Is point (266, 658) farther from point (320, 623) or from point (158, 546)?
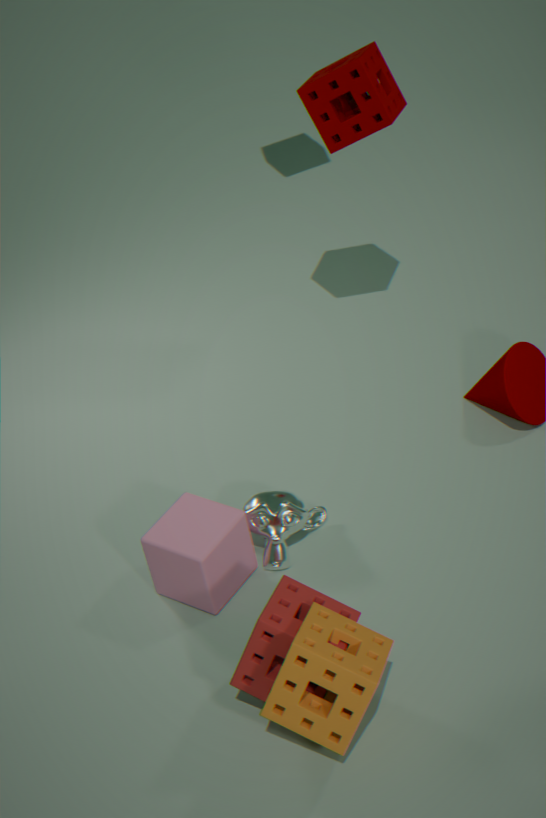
point (158, 546)
